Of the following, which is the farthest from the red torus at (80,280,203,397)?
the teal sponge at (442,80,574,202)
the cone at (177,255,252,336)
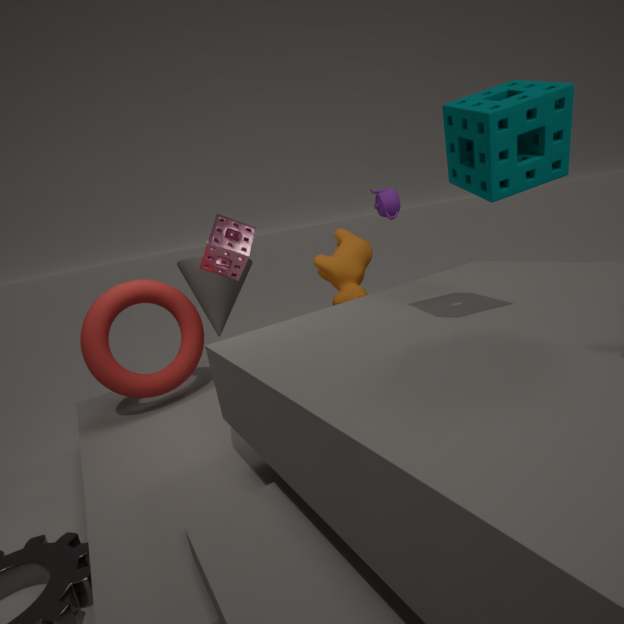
the teal sponge at (442,80,574,202)
